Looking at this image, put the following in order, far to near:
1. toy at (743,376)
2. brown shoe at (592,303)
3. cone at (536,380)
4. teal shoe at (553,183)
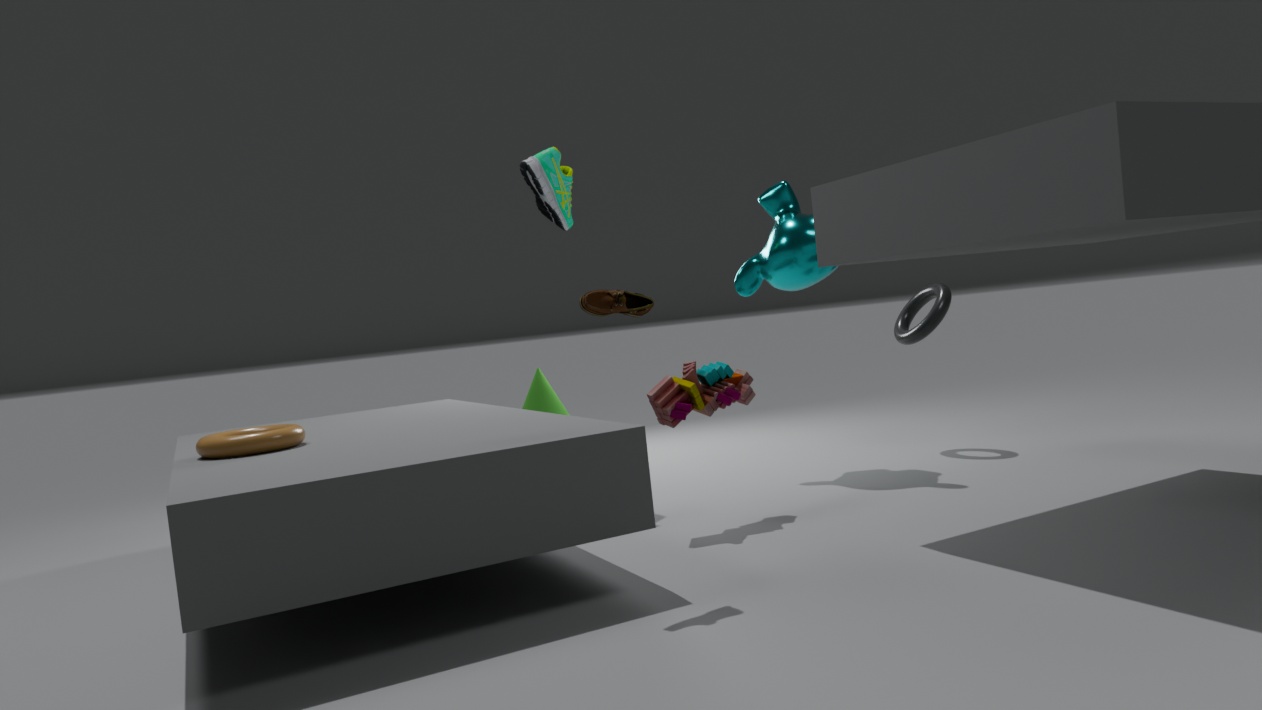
cone at (536,380), teal shoe at (553,183), toy at (743,376), brown shoe at (592,303)
